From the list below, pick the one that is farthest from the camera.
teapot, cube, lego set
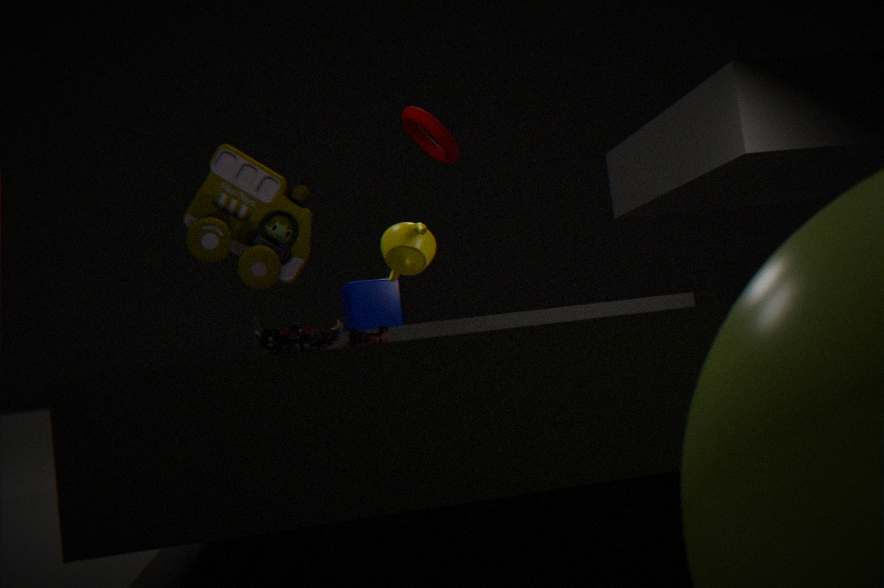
cube
